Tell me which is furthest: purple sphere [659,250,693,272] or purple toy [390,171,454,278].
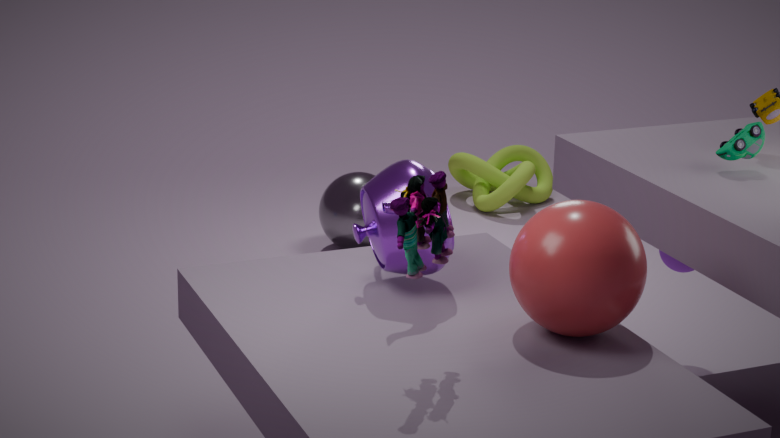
purple sphere [659,250,693,272]
